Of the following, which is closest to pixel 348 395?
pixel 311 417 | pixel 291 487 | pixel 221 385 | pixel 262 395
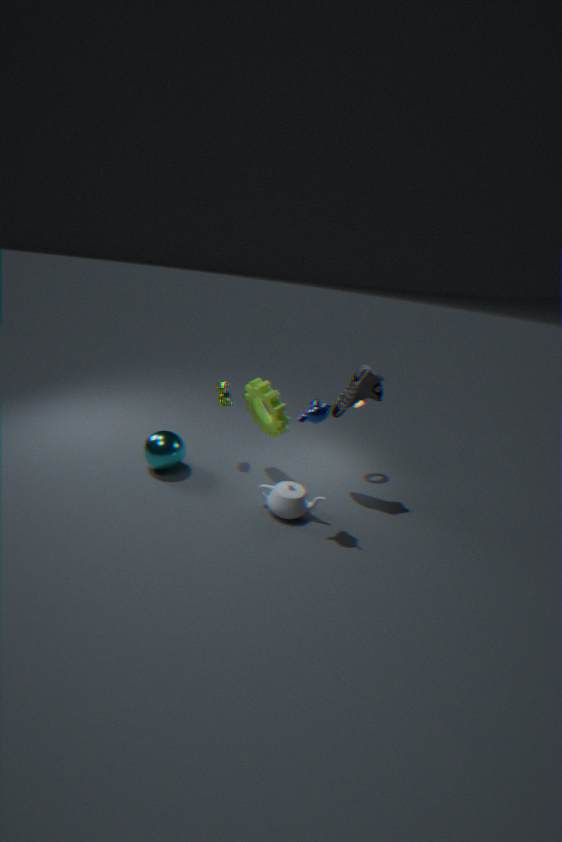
pixel 311 417
